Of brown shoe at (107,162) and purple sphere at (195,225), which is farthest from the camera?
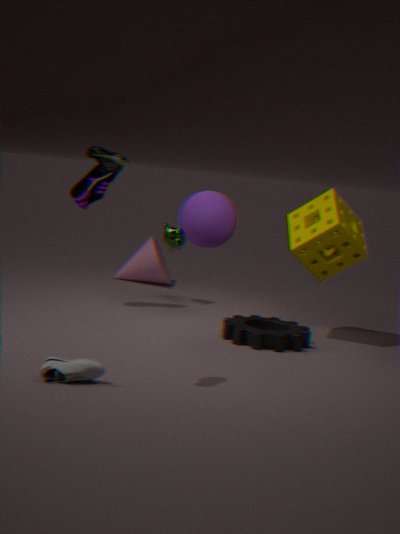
purple sphere at (195,225)
